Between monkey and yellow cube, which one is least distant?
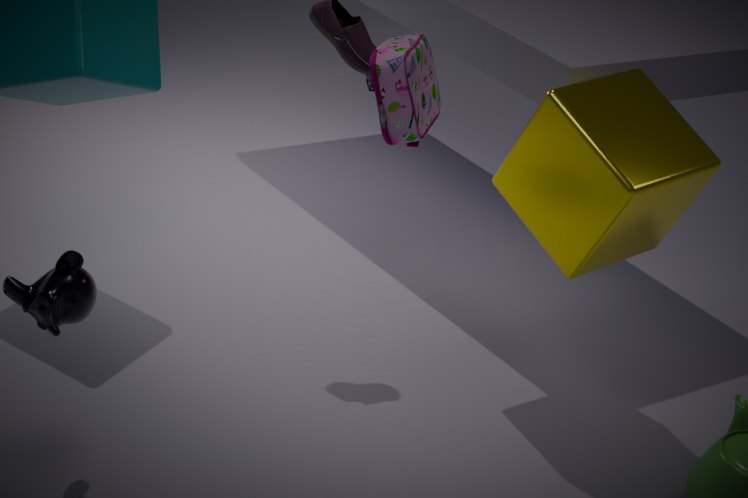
monkey
